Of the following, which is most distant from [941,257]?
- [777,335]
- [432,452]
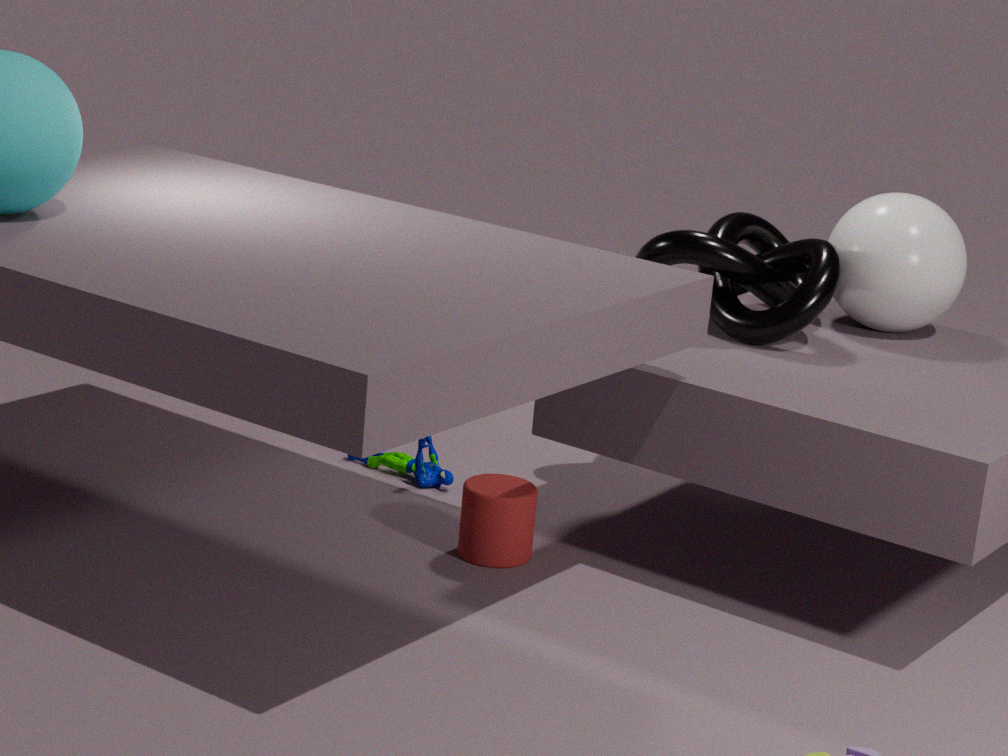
[432,452]
